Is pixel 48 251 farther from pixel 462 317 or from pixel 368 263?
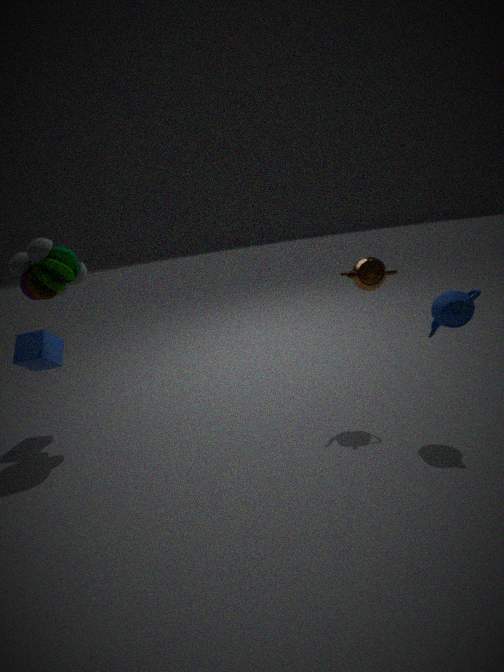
pixel 462 317
